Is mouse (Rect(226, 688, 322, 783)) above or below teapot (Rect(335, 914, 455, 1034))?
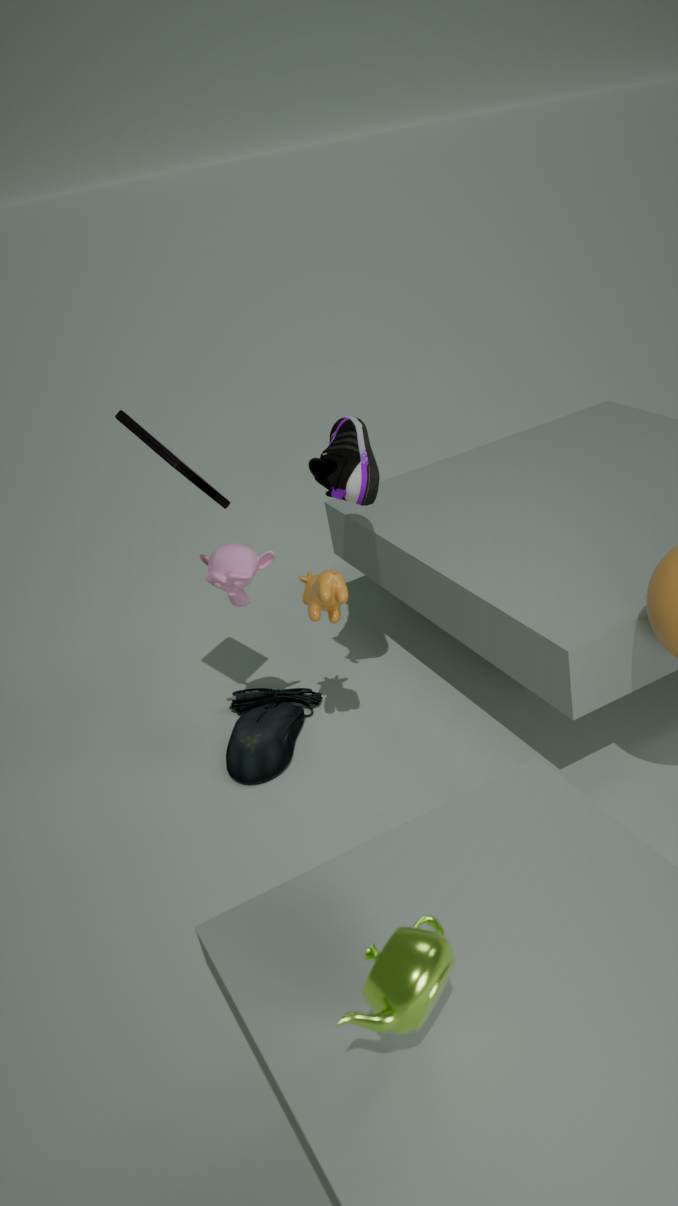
below
